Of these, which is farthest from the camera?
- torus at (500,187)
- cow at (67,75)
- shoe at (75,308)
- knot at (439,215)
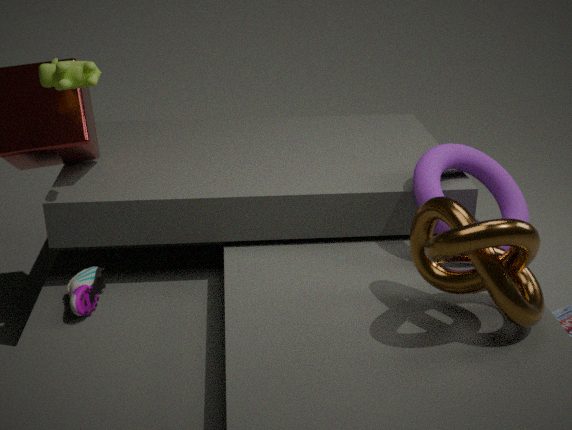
torus at (500,187)
